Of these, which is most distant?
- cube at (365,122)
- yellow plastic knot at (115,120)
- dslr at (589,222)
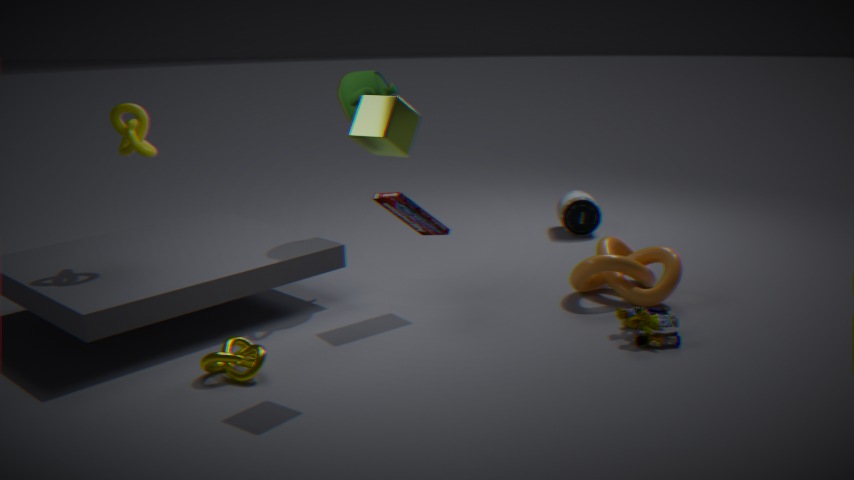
dslr at (589,222)
